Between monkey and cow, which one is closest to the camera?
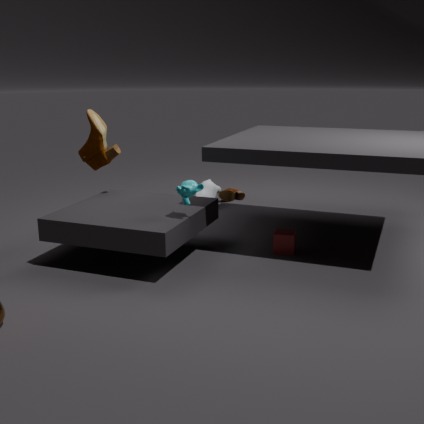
monkey
